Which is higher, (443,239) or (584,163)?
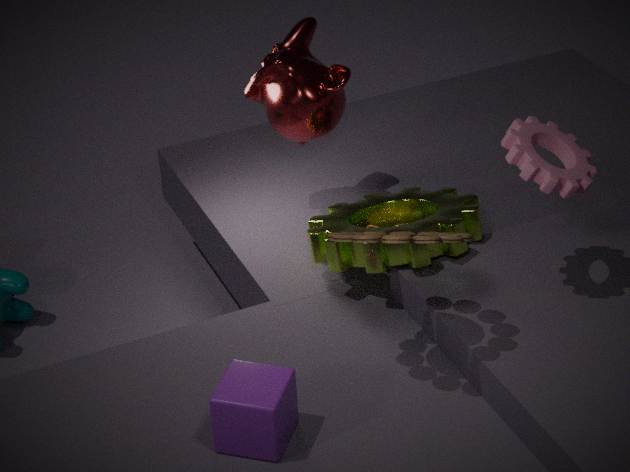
(584,163)
